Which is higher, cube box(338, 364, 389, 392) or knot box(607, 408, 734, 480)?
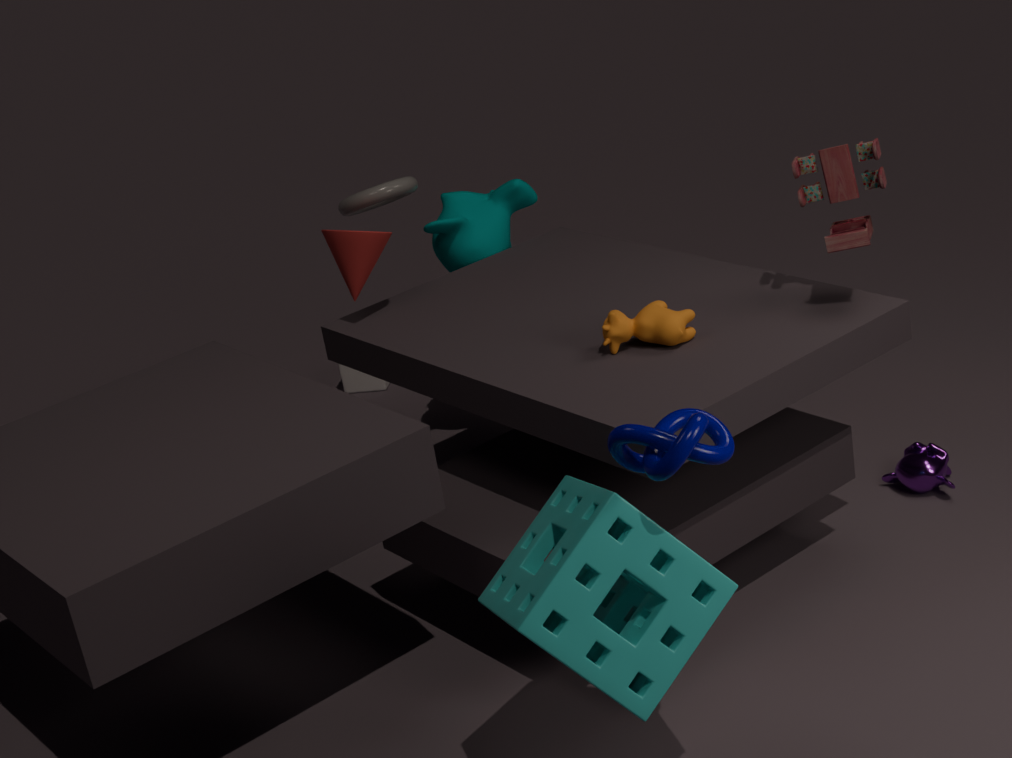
knot box(607, 408, 734, 480)
